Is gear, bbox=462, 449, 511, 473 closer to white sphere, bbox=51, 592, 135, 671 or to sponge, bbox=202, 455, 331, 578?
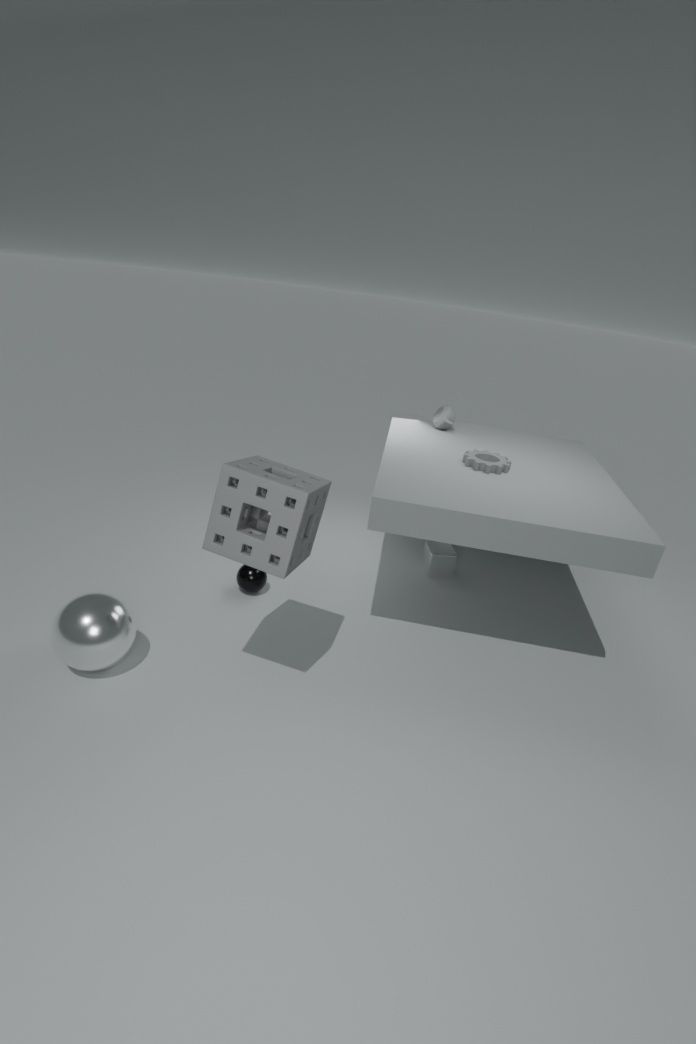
sponge, bbox=202, 455, 331, 578
